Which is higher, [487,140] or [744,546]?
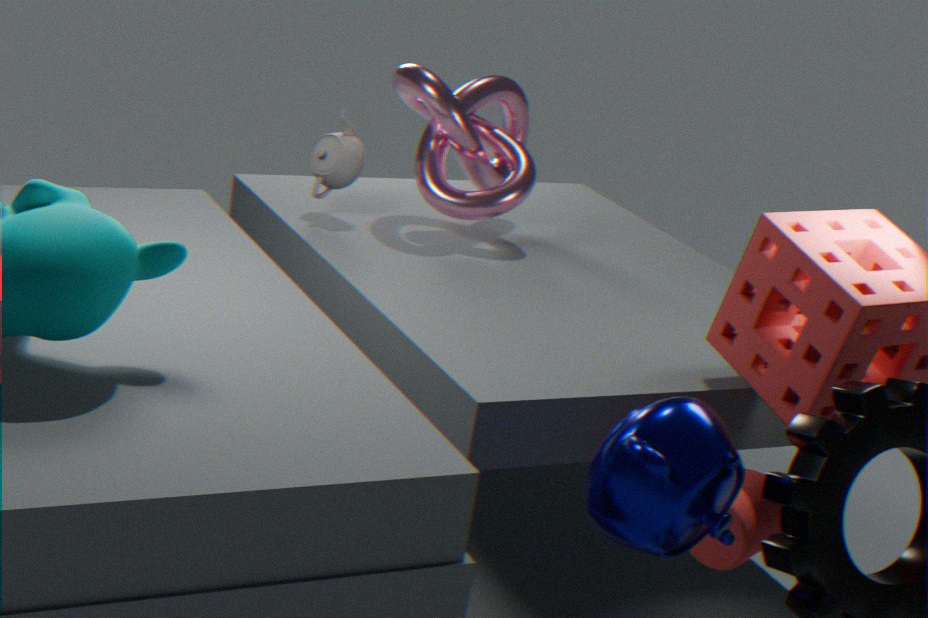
[487,140]
